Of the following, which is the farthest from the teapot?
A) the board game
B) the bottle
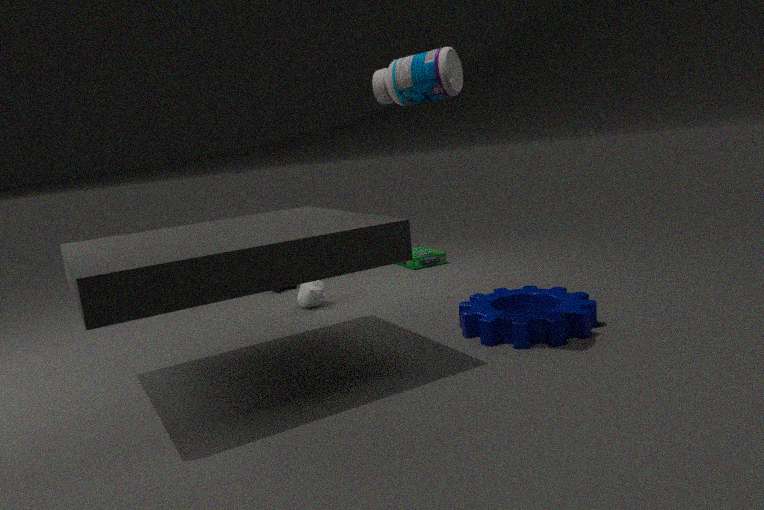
the bottle
